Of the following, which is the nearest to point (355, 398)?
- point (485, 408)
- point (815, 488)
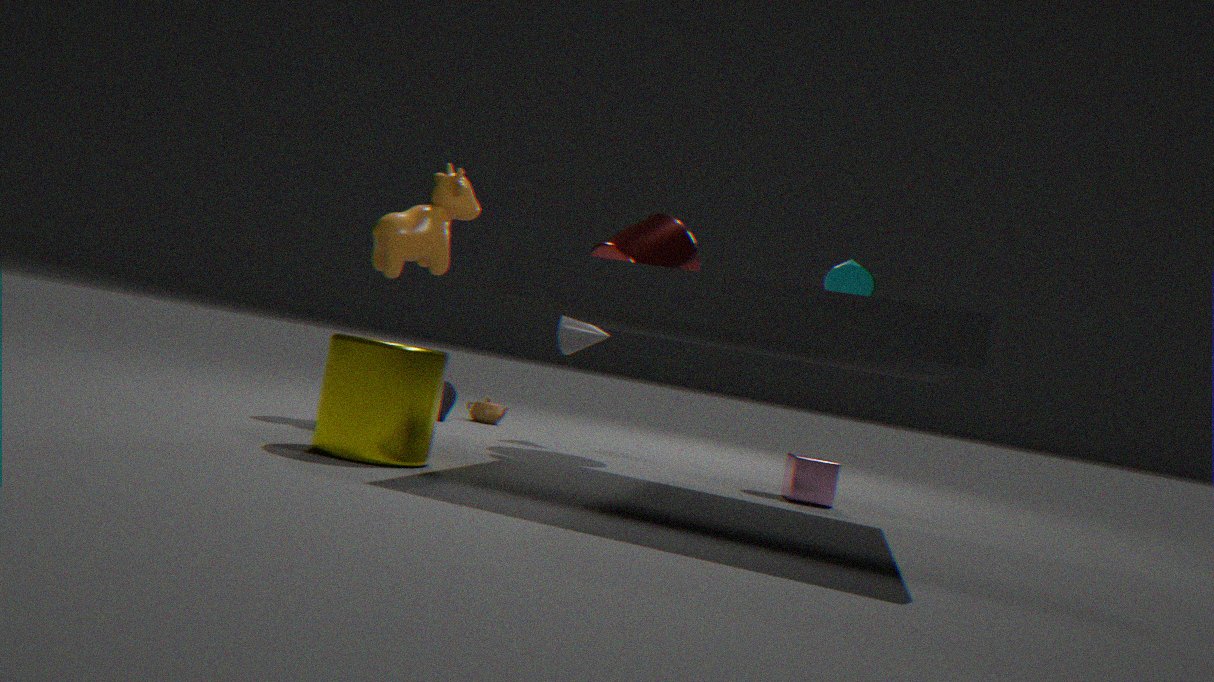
point (815, 488)
